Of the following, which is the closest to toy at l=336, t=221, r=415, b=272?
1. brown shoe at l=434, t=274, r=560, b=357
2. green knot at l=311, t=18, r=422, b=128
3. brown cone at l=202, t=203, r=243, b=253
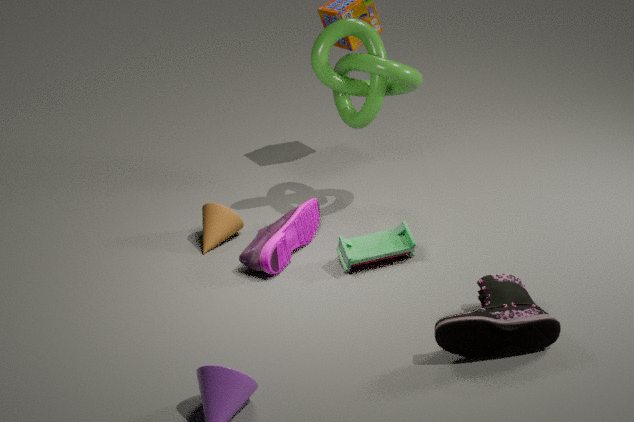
brown shoe at l=434, t=274, r=560, b=357
